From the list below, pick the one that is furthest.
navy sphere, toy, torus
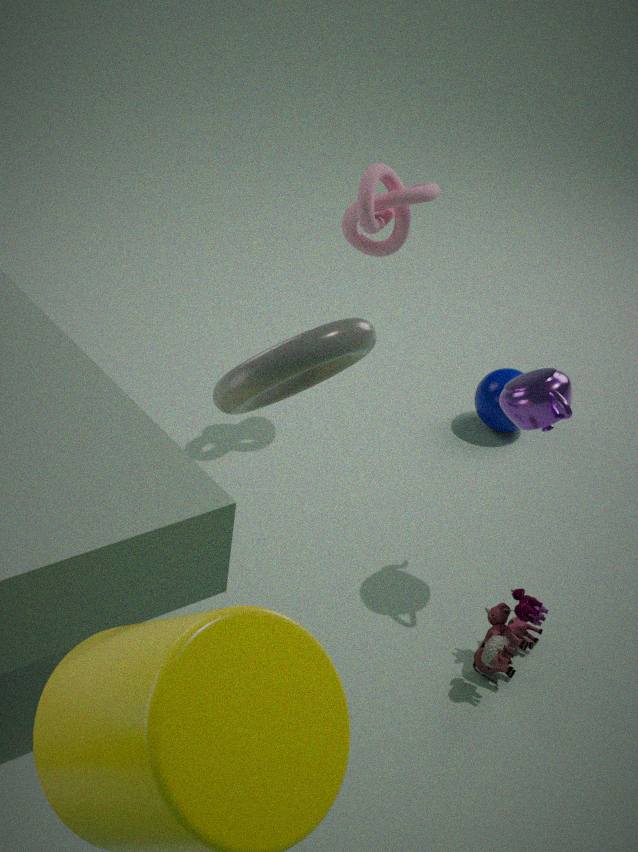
navy sphere
